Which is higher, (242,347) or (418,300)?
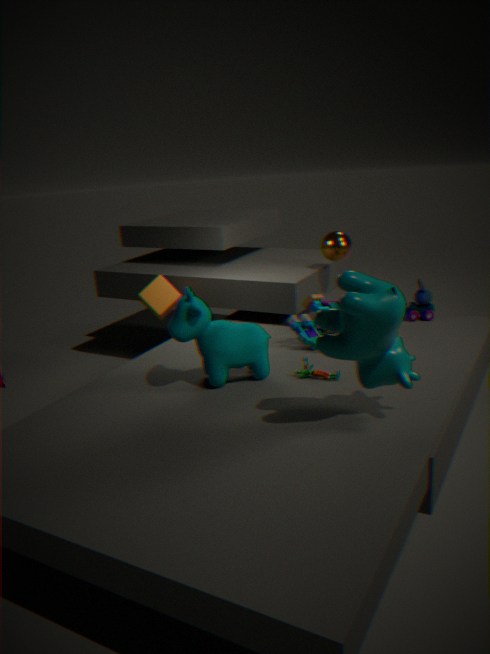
(242,347)
